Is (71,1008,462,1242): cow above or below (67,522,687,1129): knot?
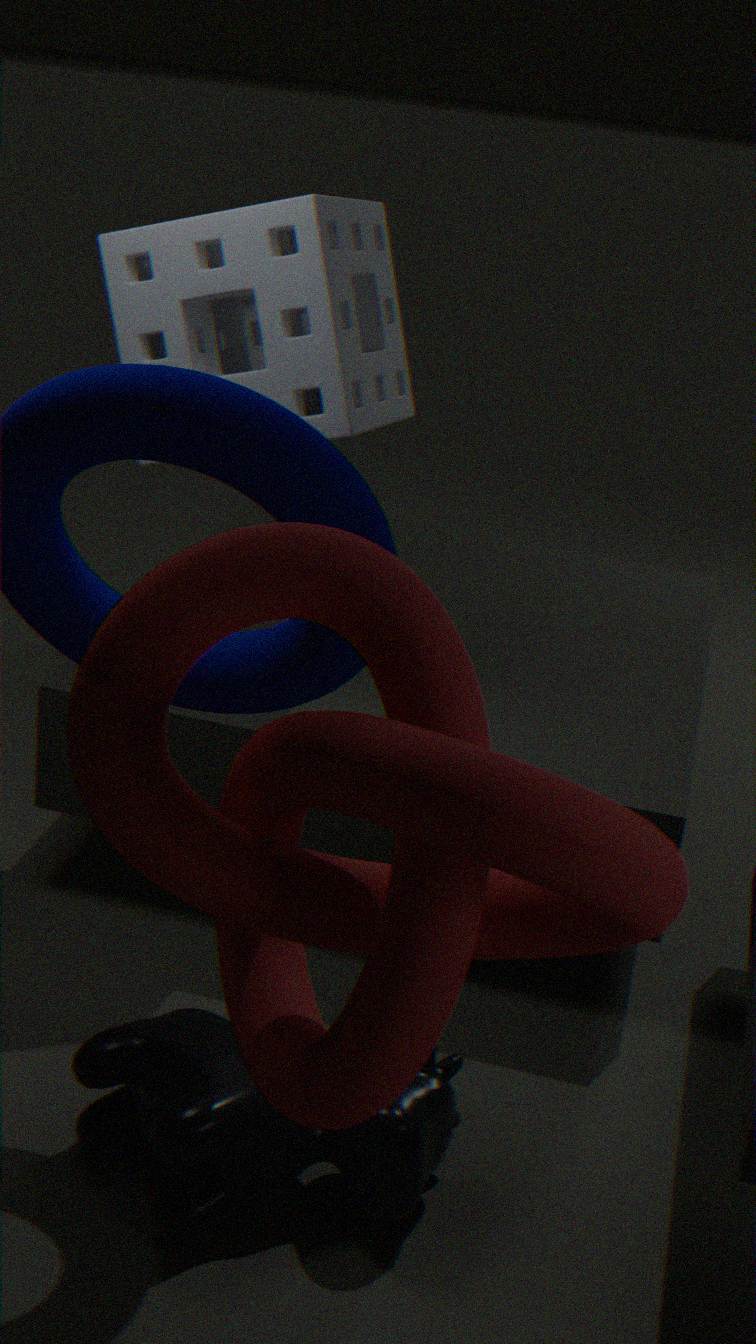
below
